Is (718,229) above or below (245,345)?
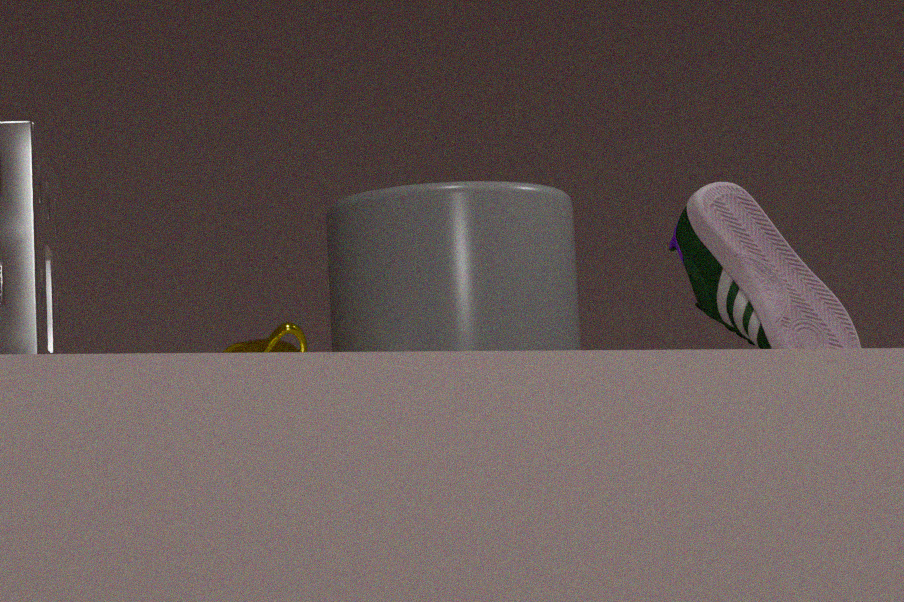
above
